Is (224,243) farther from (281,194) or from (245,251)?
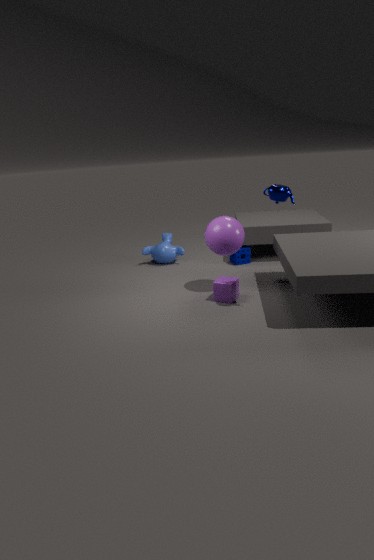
(245,251)
